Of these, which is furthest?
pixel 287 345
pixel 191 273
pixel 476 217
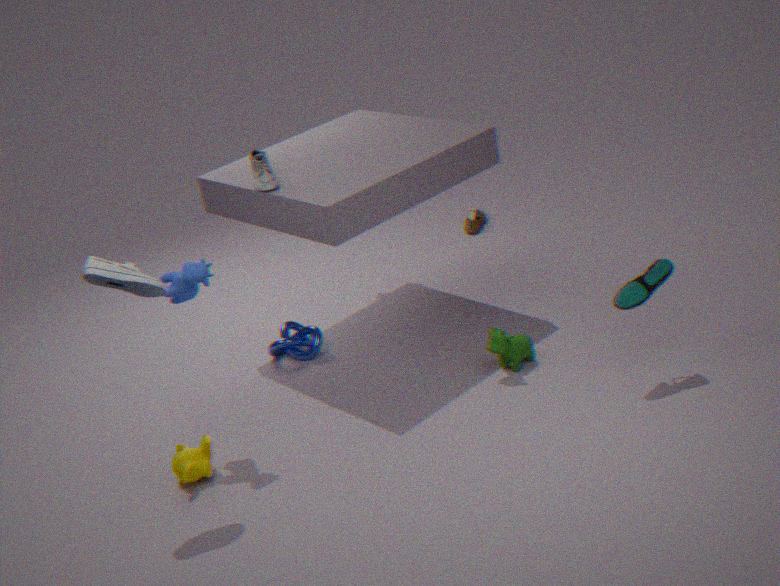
pixel 476 217
